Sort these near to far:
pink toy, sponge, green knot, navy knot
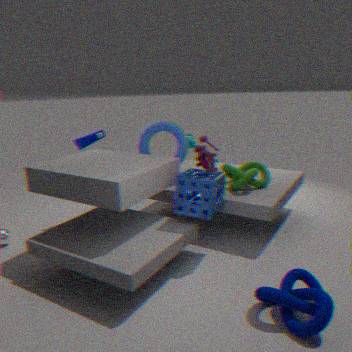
navy knot
sponge
green knot
pink toy
